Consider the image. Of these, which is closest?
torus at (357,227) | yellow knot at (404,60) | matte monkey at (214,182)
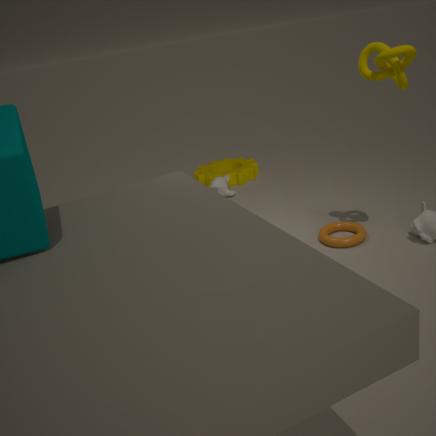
yellow knot at (404,60)
